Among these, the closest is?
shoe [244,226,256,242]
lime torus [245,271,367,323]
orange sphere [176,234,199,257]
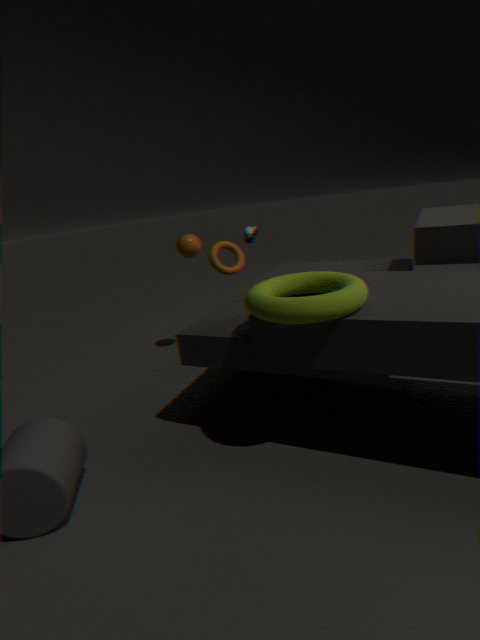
lime torus [245,271,367,323]
